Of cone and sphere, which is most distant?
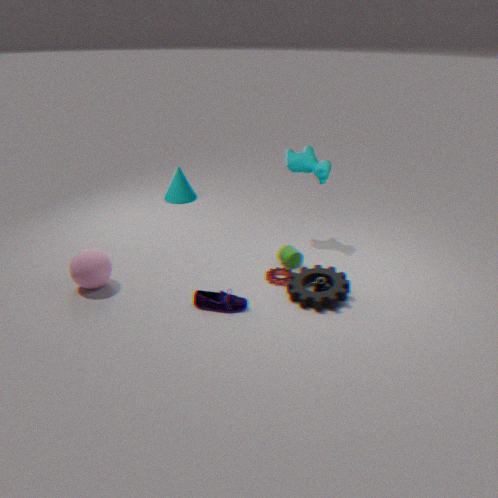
cone
